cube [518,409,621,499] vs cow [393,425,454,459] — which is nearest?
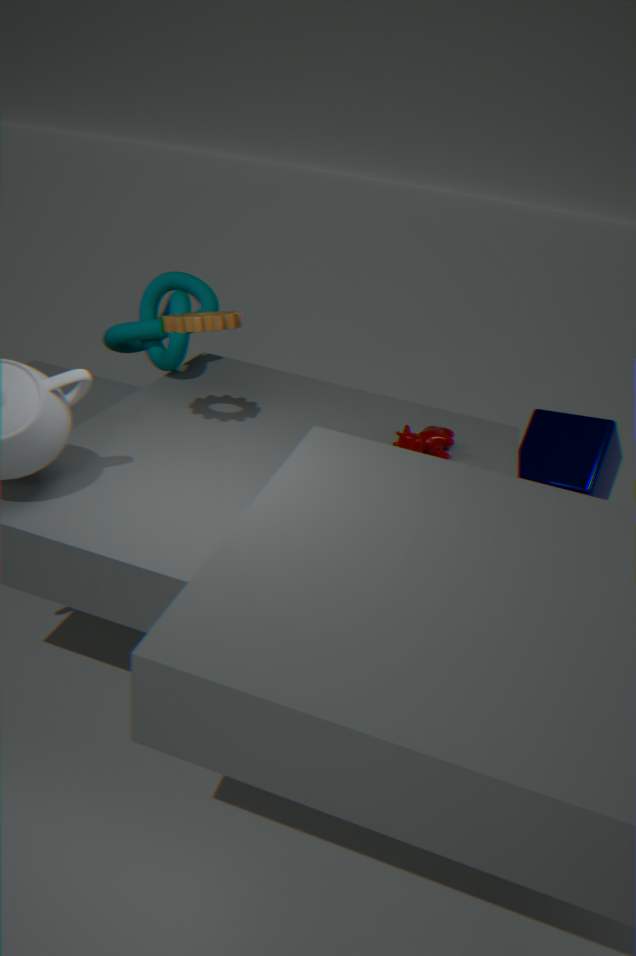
cow [393,425,454,459]
